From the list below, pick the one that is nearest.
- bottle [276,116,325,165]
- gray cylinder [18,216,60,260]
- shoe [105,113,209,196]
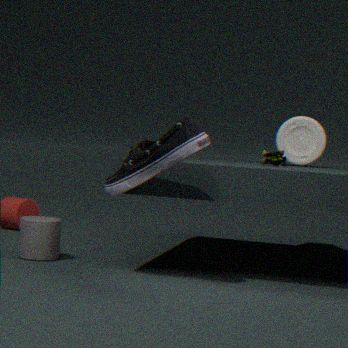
shoe [105,113,209,196]
